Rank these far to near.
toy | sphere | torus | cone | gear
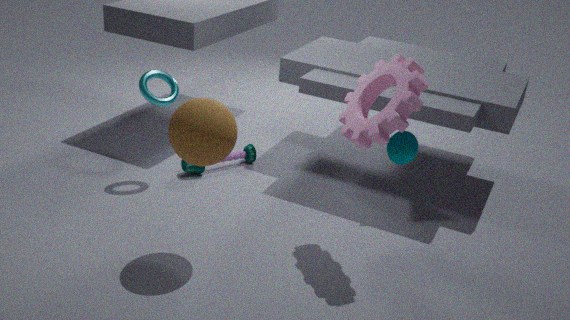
1. toy
2. torus
3. cone
4. gear
5. sphere
